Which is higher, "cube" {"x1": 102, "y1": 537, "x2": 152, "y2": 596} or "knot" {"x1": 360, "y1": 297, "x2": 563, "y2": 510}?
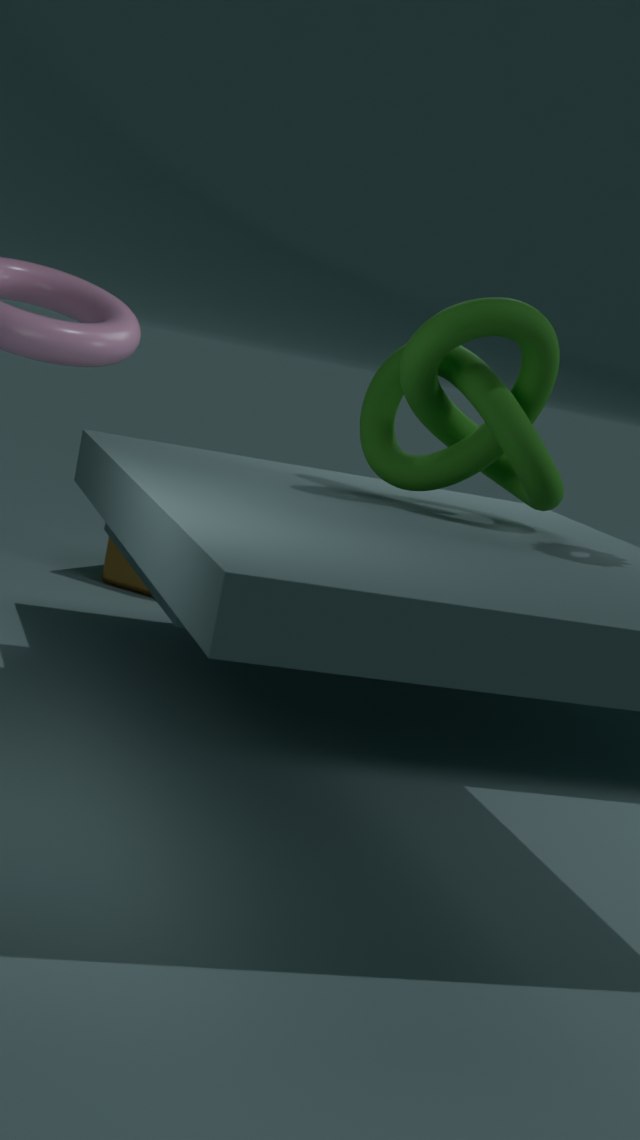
"knot" {"x1": 360, "y1": 297, "x2": 563, "y2": 510}
